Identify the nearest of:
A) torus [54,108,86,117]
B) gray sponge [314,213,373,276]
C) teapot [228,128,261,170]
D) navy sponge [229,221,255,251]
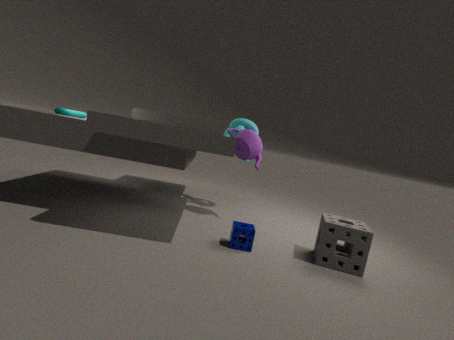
gray sponge [314,213,373,276]
